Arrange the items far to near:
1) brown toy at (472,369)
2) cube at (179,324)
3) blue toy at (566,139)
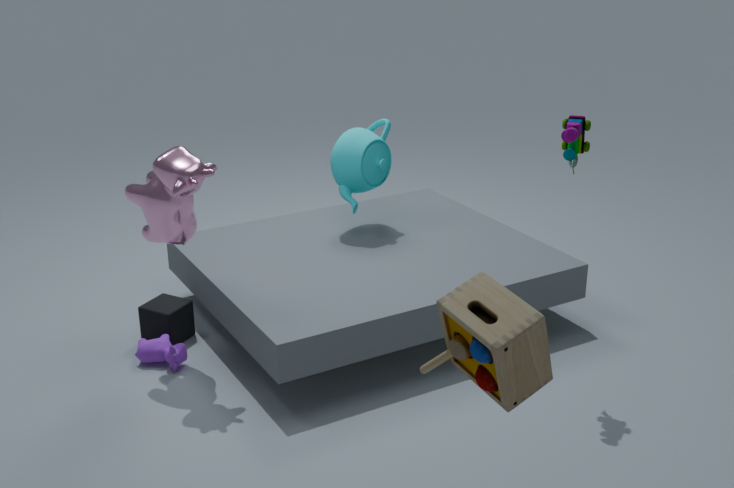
2. cube at (179,324) < 3. blue toy at (566,139) < 1. brown toy at (472,369)
